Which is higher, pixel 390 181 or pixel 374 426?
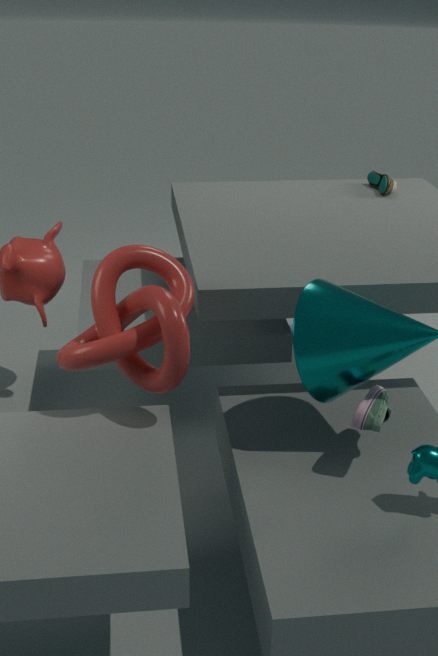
pixel 390 181
